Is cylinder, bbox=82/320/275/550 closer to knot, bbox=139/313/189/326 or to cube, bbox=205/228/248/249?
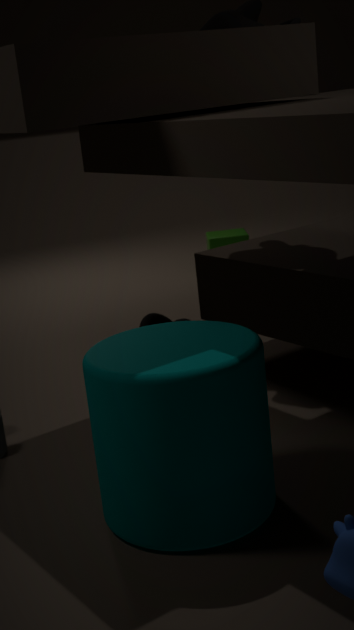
knot, bbox=139/313/189/326
